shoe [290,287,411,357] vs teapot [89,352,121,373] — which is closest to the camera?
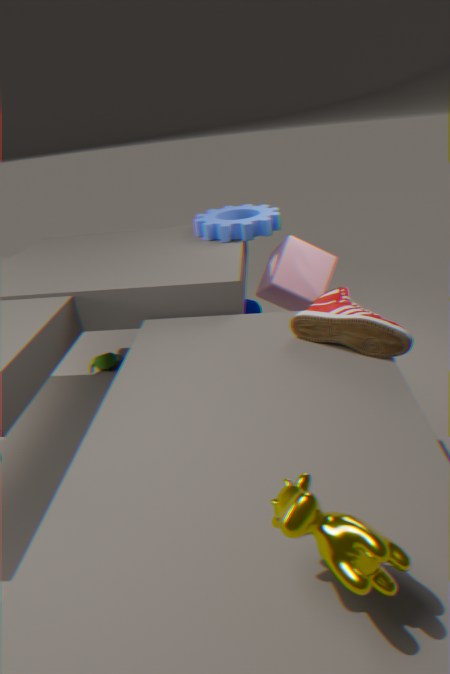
shoe [290,287,411,357]
